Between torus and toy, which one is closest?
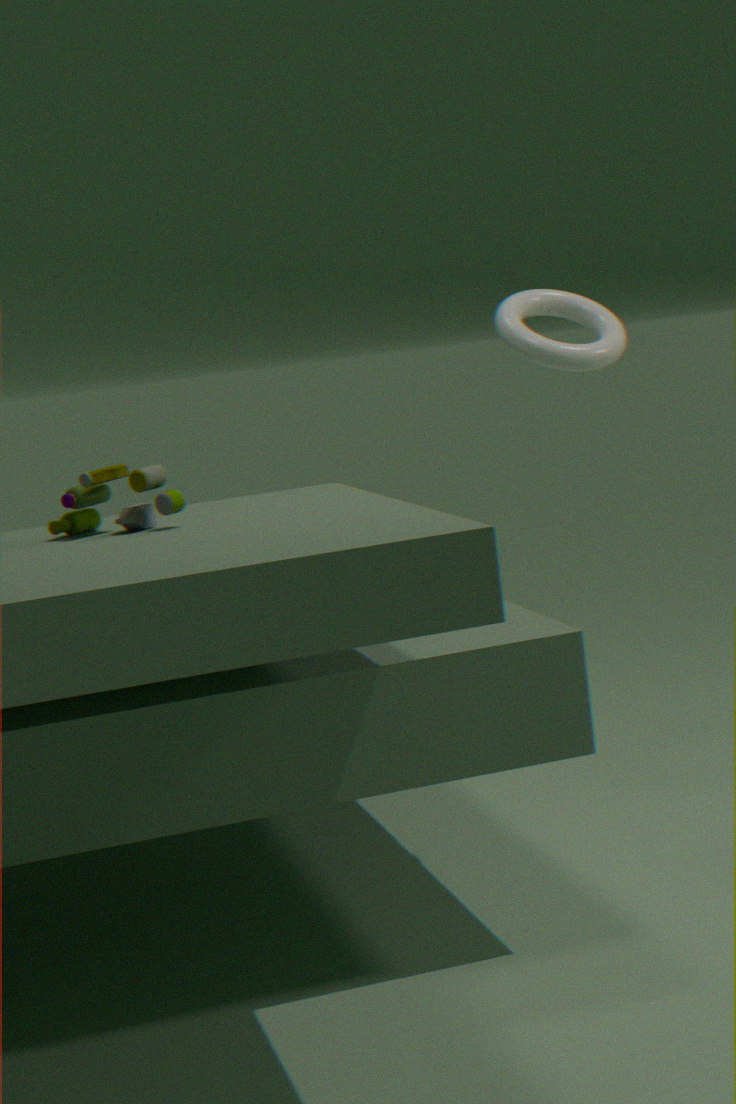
toy
